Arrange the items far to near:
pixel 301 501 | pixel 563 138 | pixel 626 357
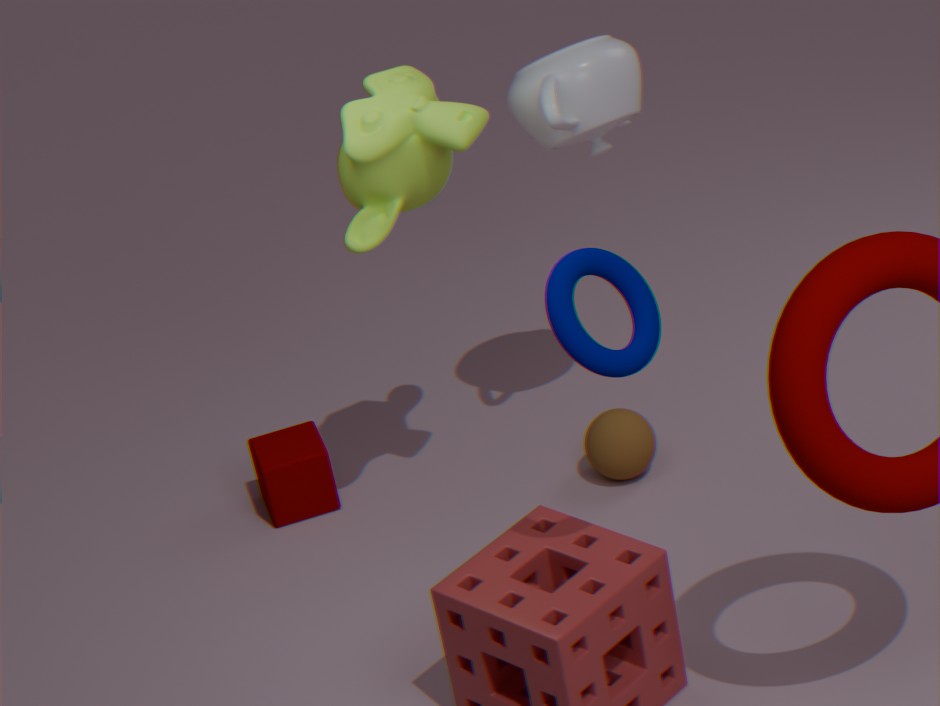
pixel 301 501
pixel 563 138
pixel 626 357
